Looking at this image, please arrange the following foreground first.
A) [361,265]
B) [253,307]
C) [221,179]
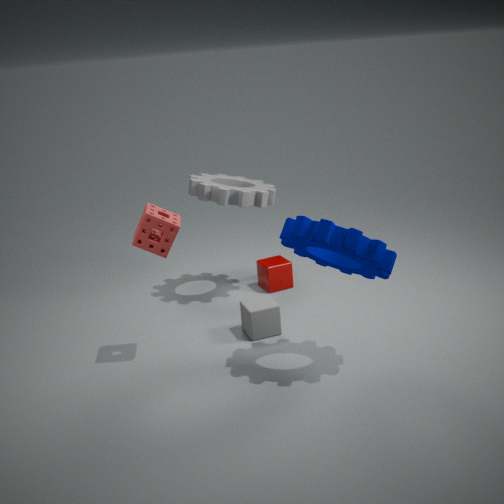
[361,265] → [253,307] → [221,179]
